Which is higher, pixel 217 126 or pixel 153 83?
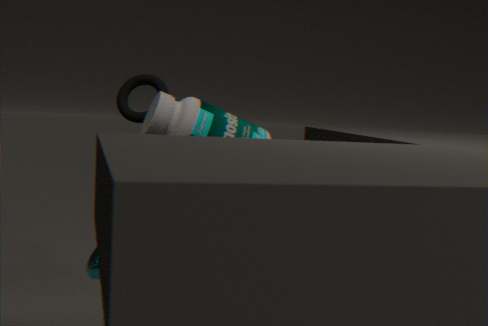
pixel 153 83
